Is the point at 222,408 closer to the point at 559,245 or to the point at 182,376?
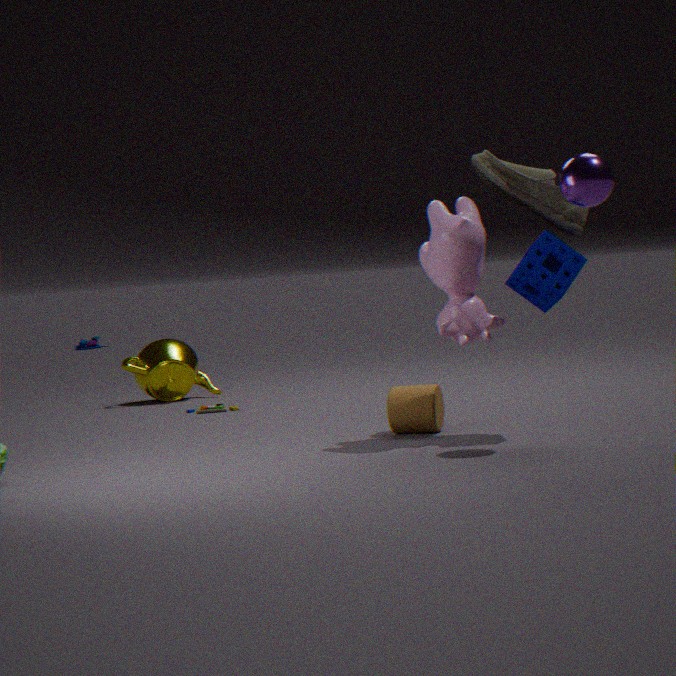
the point at 182,376
